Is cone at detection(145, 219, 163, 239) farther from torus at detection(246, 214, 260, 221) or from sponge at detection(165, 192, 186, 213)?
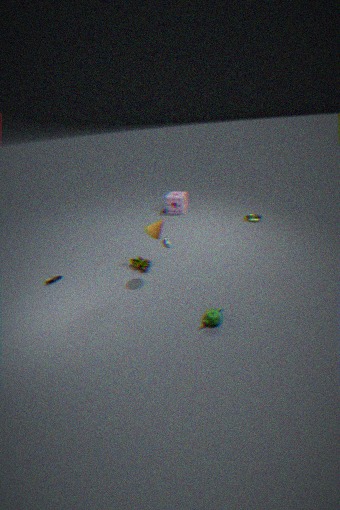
torus at detection(246, 214, 260, 221)
